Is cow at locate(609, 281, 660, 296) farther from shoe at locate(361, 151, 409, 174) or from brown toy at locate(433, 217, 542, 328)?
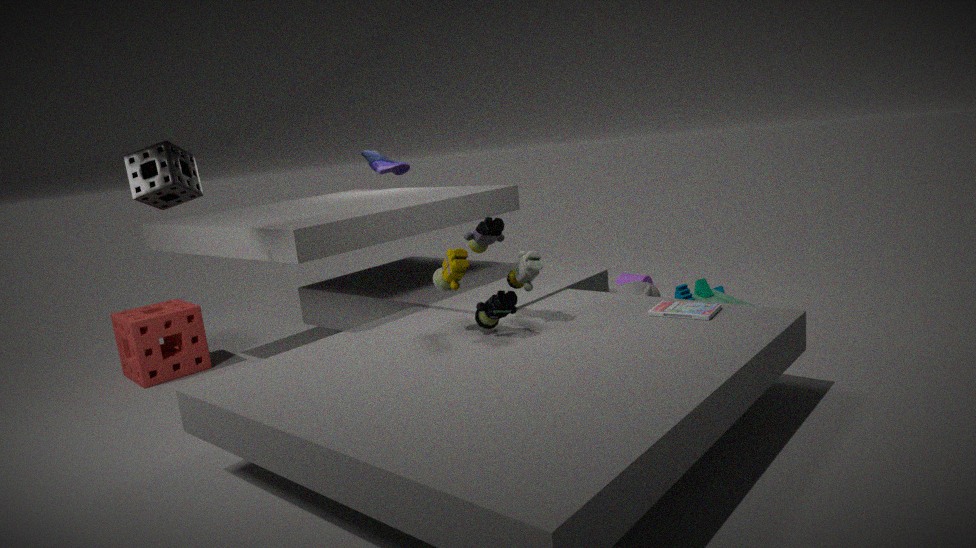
shoe at locate(361, 151, 409, 174)
